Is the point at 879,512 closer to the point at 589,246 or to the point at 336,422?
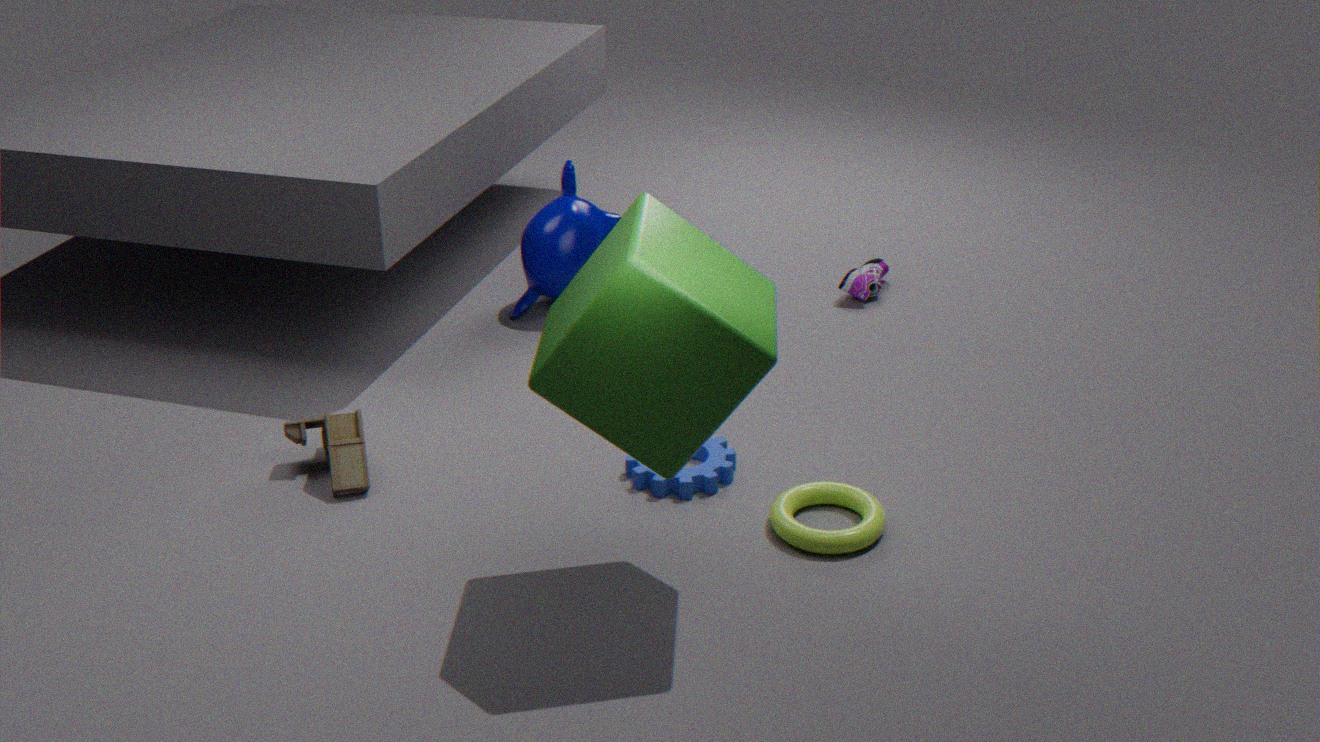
the point at 336,422
